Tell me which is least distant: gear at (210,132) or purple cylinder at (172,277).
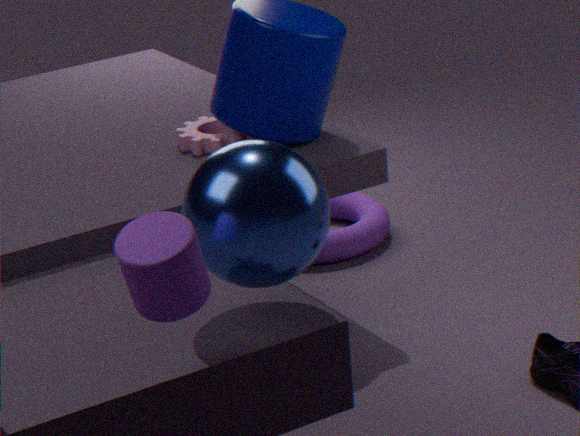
purple cylinder at (172,277)
